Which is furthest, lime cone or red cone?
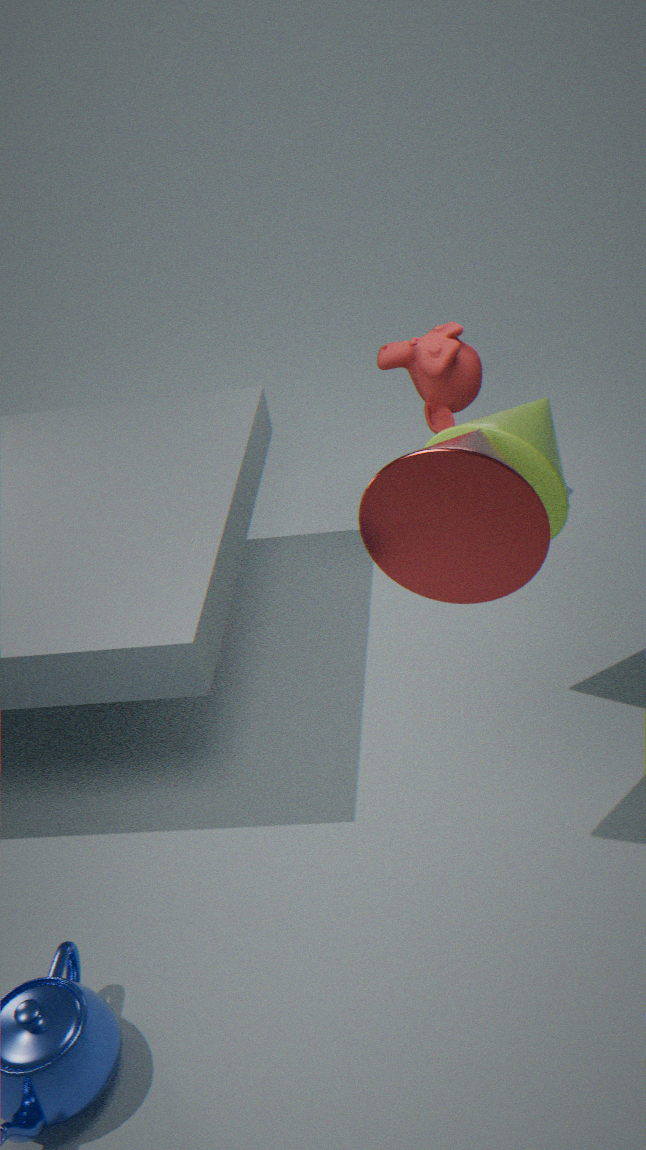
lime cone
